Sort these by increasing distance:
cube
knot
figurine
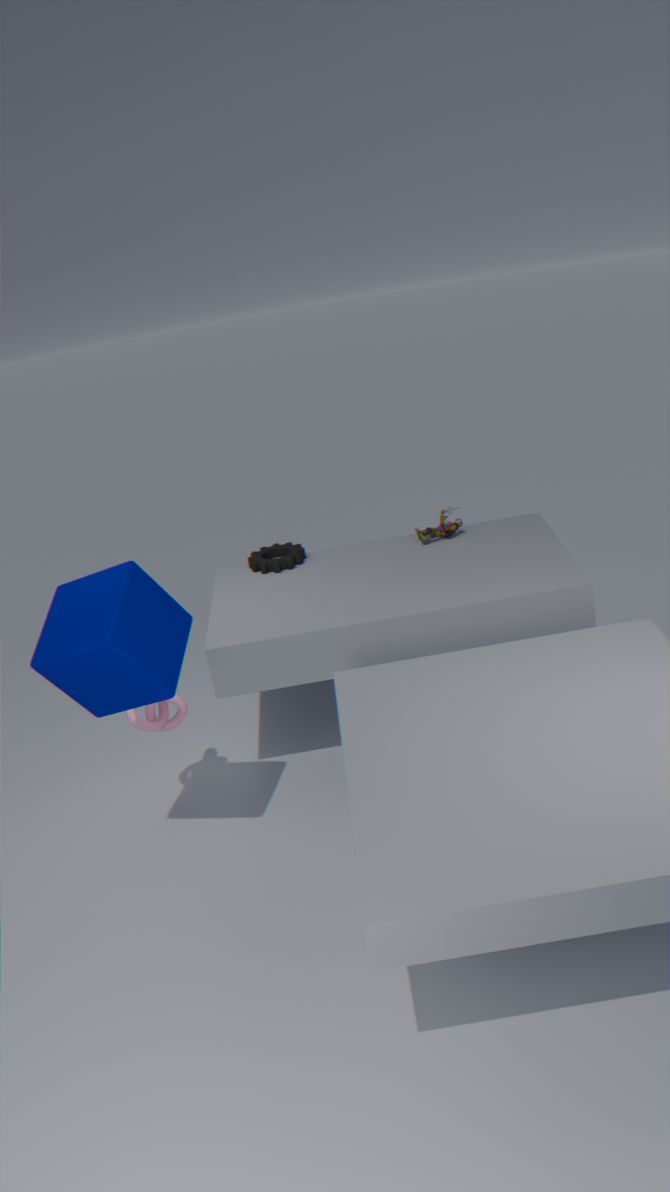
1. cube
2. knot
3. figurine
